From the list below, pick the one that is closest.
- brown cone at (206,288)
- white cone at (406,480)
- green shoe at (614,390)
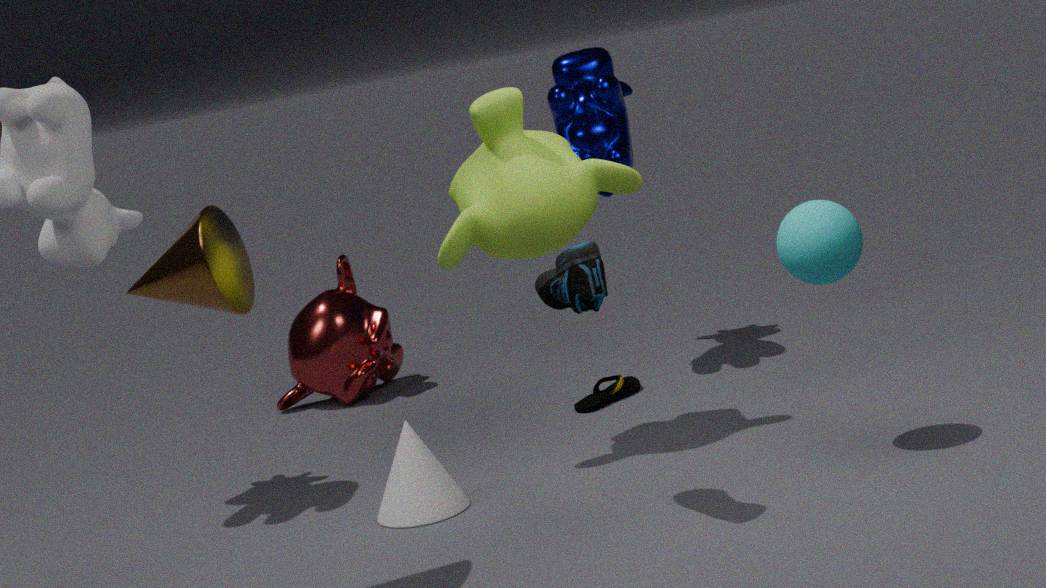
brown cone at (206,288)
